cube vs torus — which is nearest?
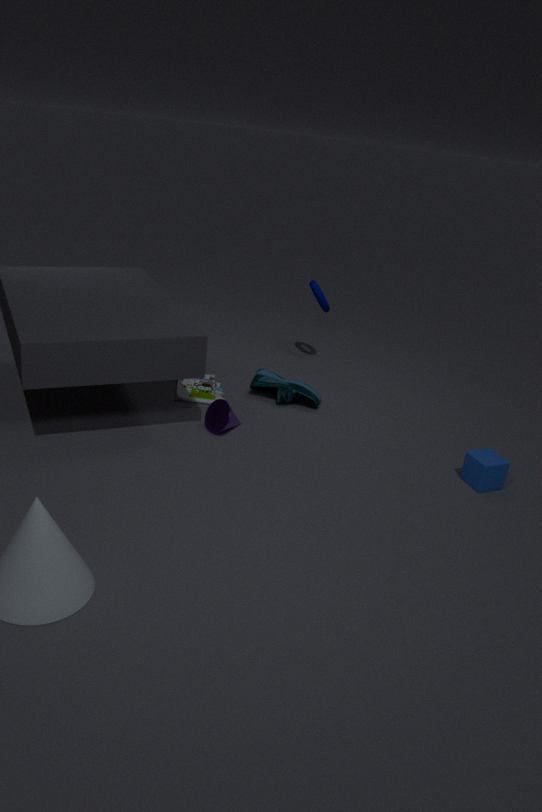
cube
